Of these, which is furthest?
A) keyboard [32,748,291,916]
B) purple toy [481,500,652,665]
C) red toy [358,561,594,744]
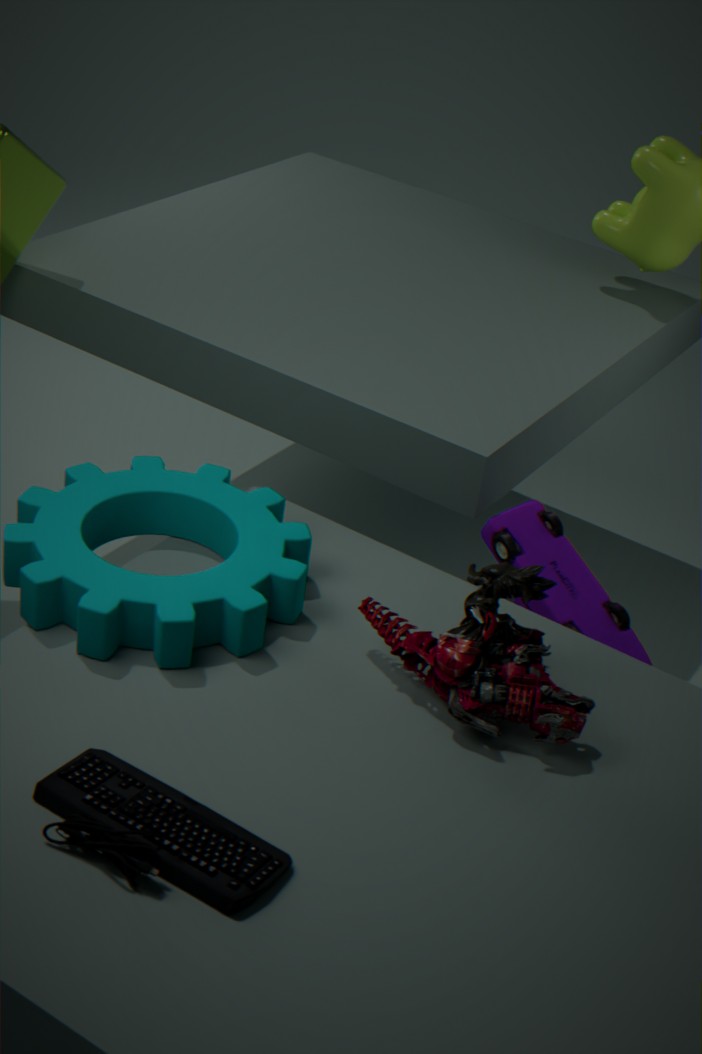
purple toy [481,500,652,665]
